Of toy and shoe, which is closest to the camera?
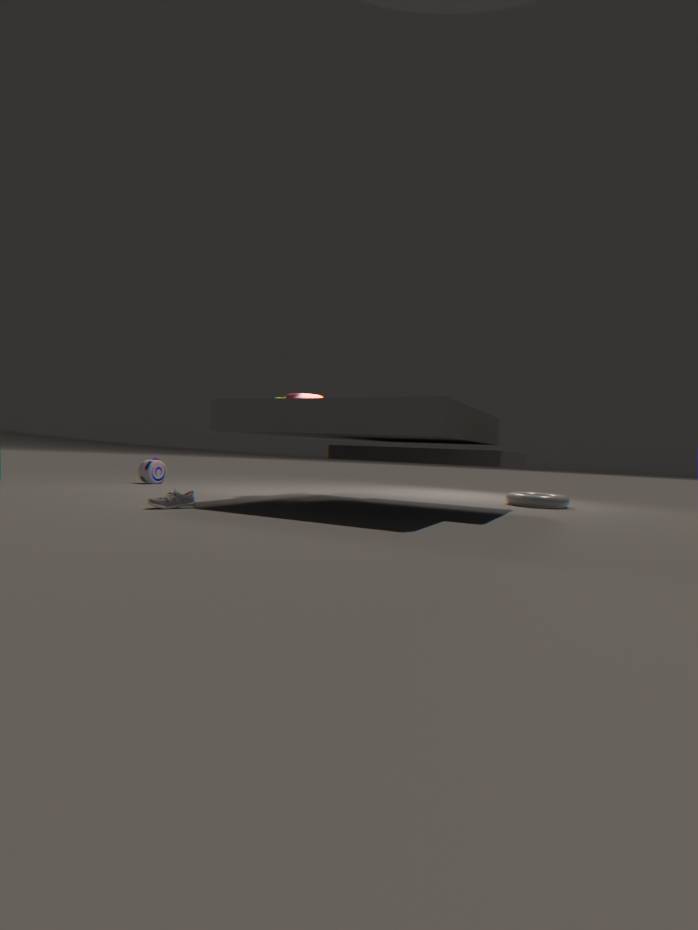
shoe
